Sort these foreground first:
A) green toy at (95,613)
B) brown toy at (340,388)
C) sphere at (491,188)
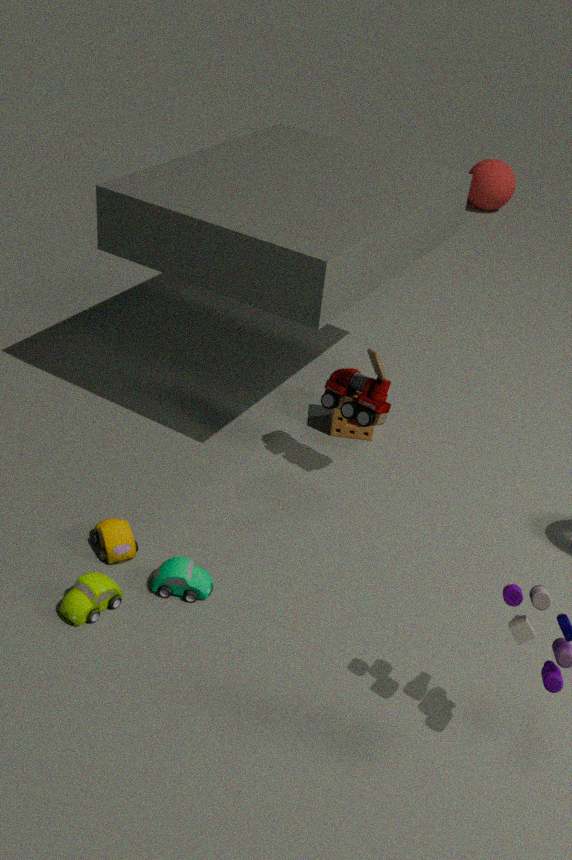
green toy at (95,613)
brown toy at (340,388)
sphere at (491,188)
